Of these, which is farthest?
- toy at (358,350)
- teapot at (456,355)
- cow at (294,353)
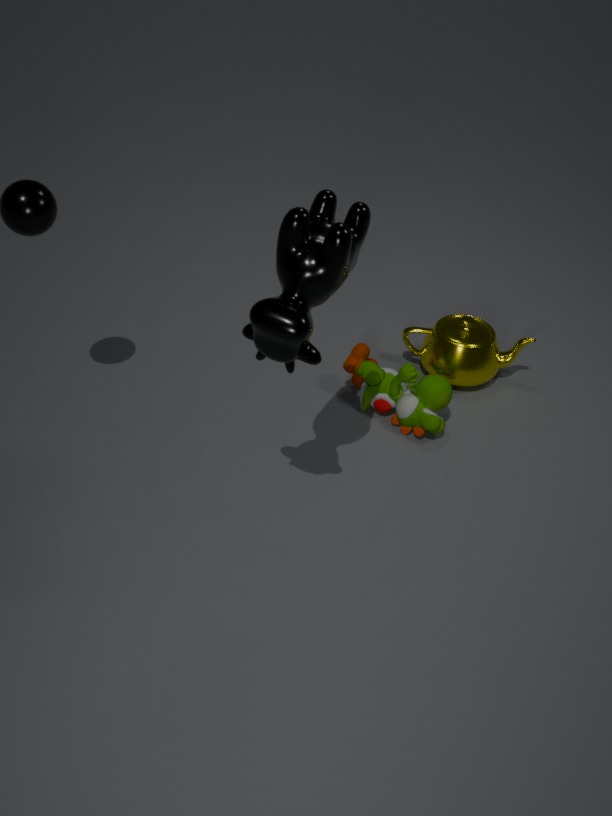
teapot at (456,355)
